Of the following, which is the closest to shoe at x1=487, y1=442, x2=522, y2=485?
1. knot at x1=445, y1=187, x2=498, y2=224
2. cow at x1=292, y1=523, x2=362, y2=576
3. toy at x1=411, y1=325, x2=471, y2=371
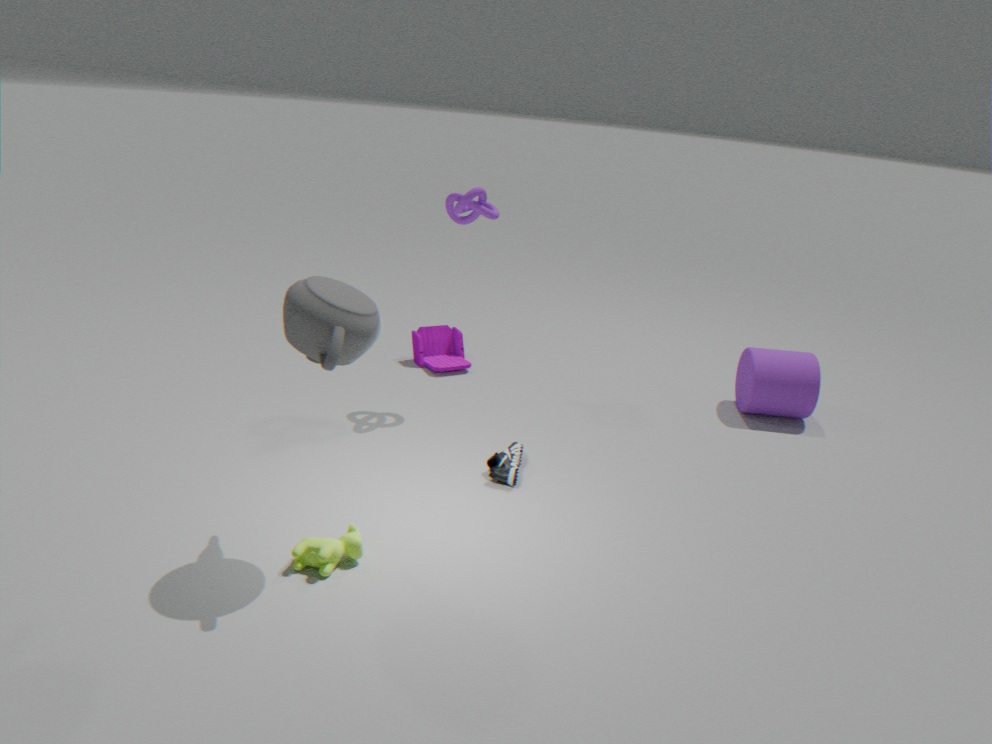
cow at x1=292, y1=523, x2=362, y2=576
